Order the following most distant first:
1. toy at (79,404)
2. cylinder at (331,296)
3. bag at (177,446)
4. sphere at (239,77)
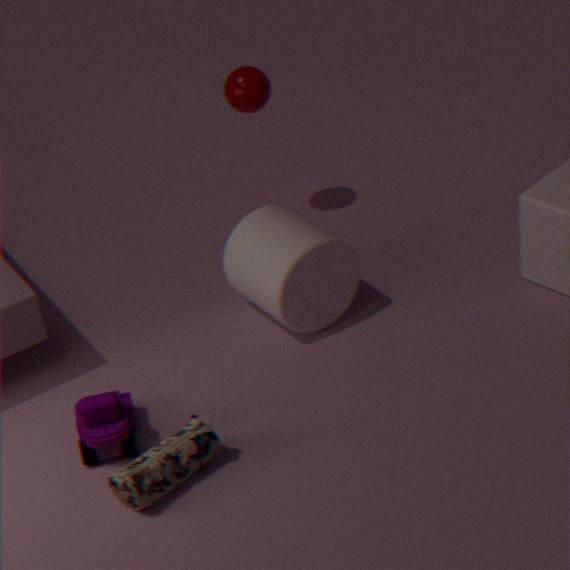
sphere at (239,77)
cylinder at (331,296)
toy at (79,404)
bag at (177,446)
